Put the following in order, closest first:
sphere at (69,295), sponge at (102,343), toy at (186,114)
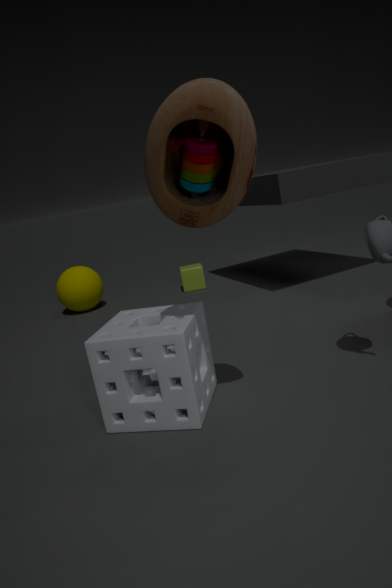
toy at (186,114) < sponge at (102,343) < sphere at (69,295)
